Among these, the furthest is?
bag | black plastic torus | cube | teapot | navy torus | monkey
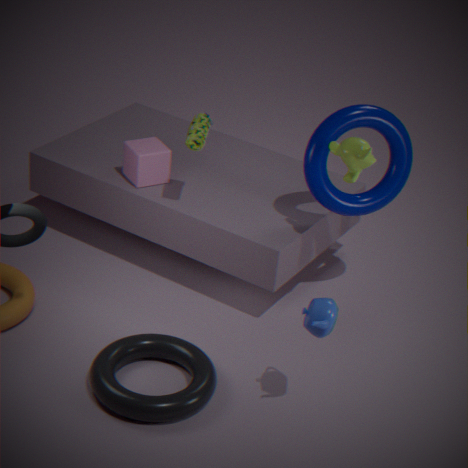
cube
